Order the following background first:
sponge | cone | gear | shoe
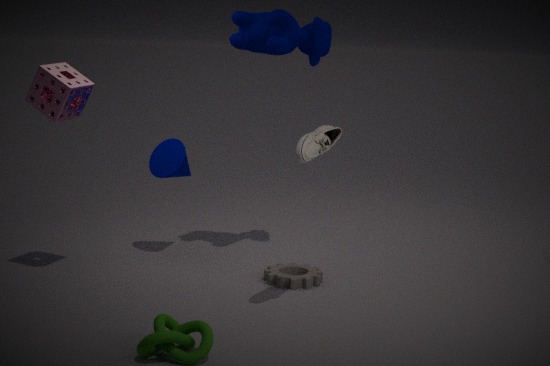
cone
gear
sponge
shoe
